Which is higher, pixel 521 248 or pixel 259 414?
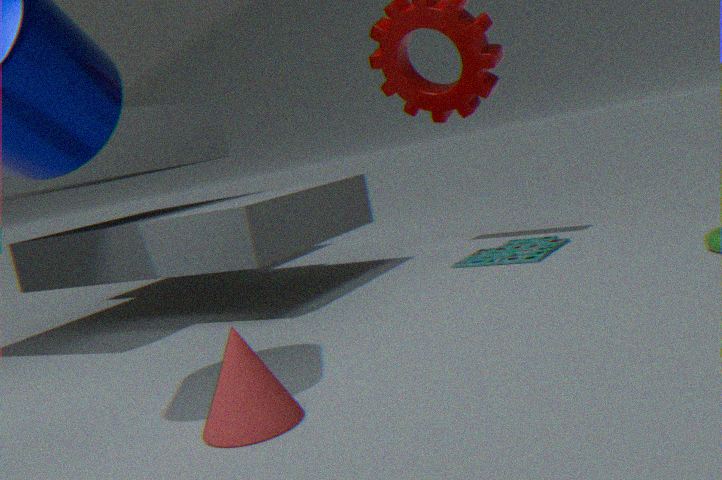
pixel 259 414
